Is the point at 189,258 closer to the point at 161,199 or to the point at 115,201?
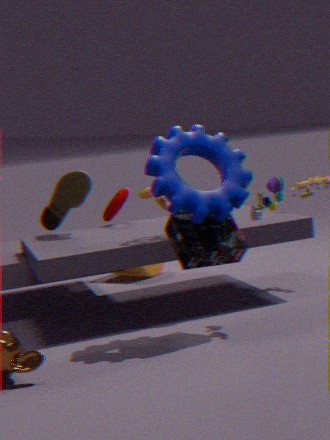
the point at 161,199
